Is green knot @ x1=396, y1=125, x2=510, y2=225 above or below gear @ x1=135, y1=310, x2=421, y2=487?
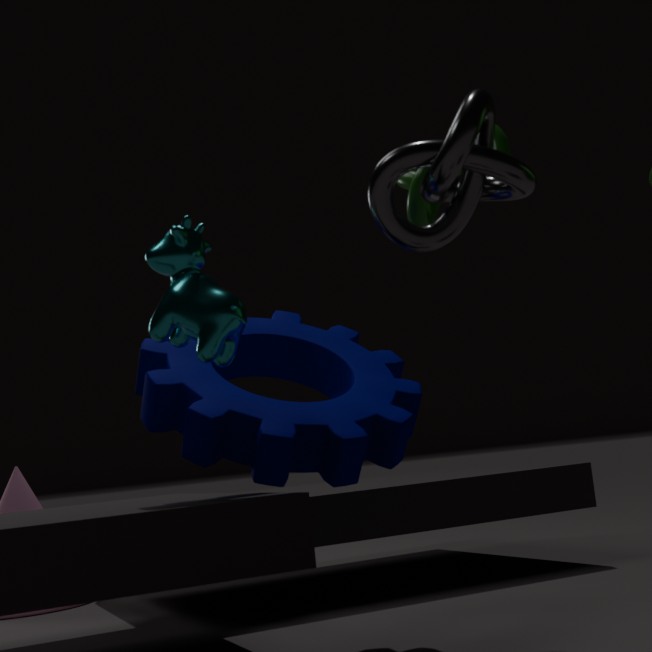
above
